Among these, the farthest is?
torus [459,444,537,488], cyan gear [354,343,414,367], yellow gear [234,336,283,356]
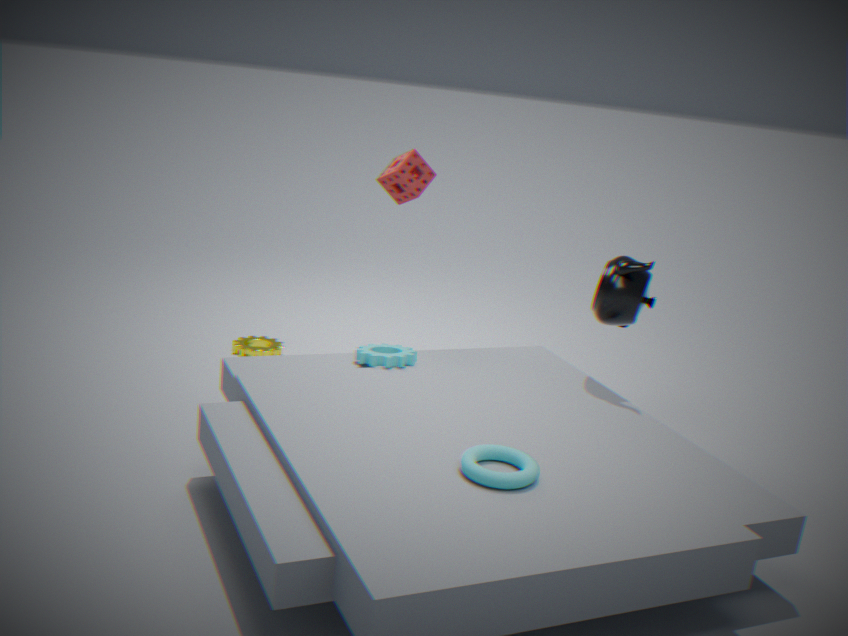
yellow gear [234,336,283,356]
